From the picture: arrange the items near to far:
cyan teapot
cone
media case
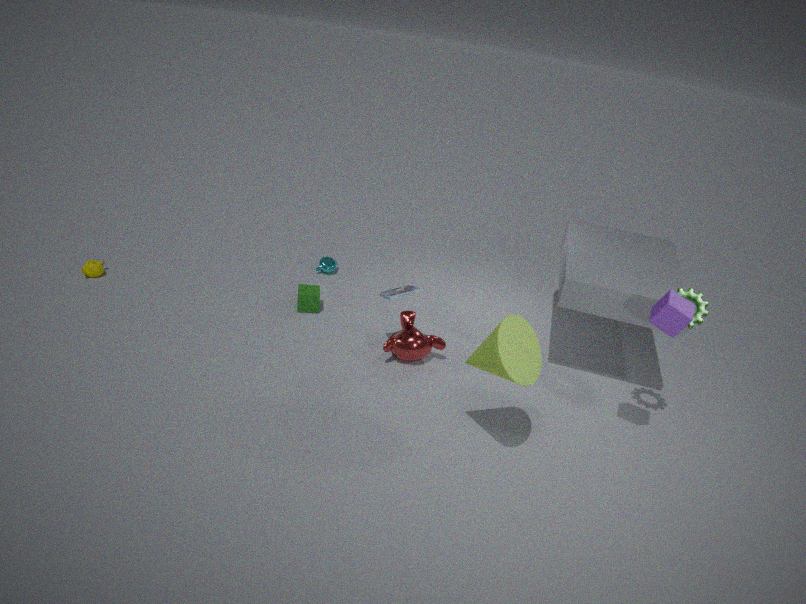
cone
media case
cyan teapot
